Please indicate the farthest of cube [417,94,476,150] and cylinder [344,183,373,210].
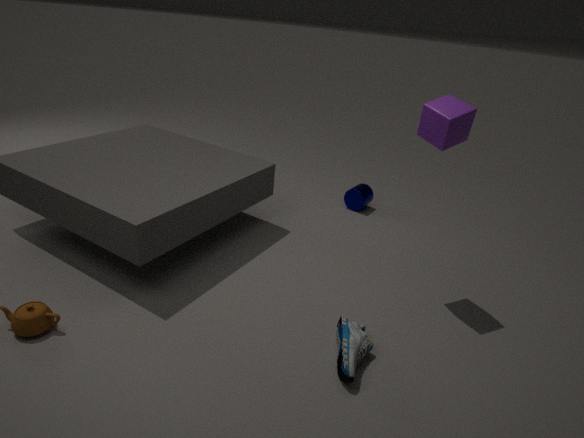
cylinder [344,183,373,210]
